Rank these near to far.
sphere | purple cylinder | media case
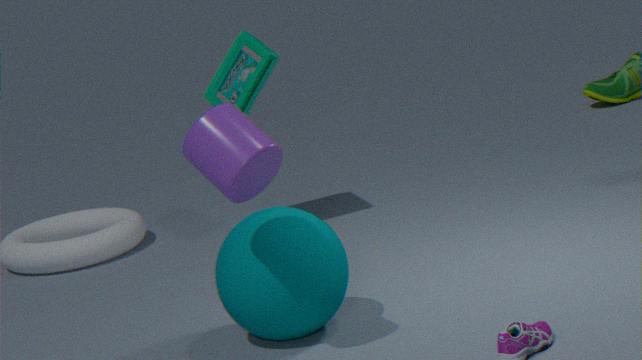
purple cylinder < sphere < media case
